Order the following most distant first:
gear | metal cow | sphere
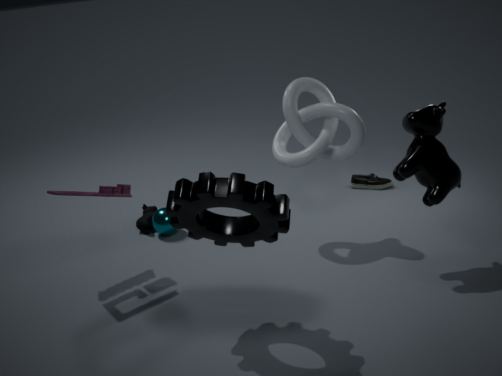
sphere
metal cow
gear
